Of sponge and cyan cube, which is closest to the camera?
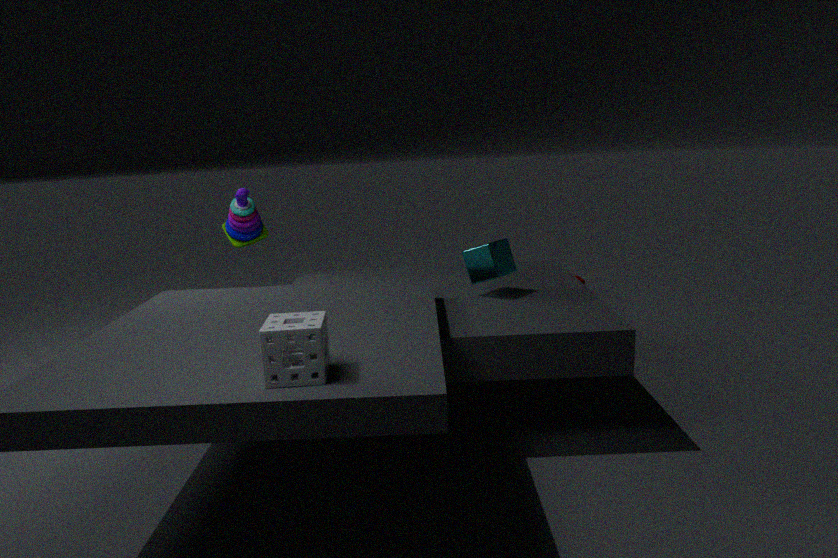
sponge
